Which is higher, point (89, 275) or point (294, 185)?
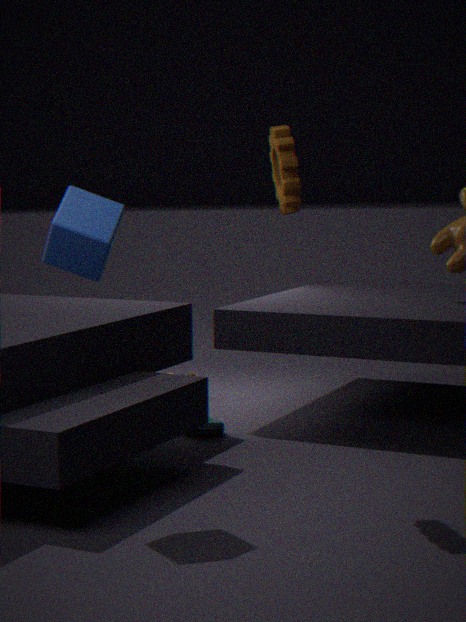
point (294, 185)
